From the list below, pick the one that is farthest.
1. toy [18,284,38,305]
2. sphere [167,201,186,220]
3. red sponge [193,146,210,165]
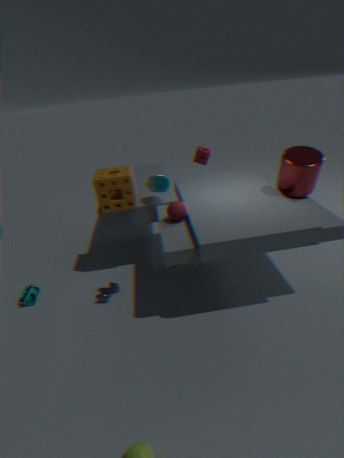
red sponge [193,146,210,165]
